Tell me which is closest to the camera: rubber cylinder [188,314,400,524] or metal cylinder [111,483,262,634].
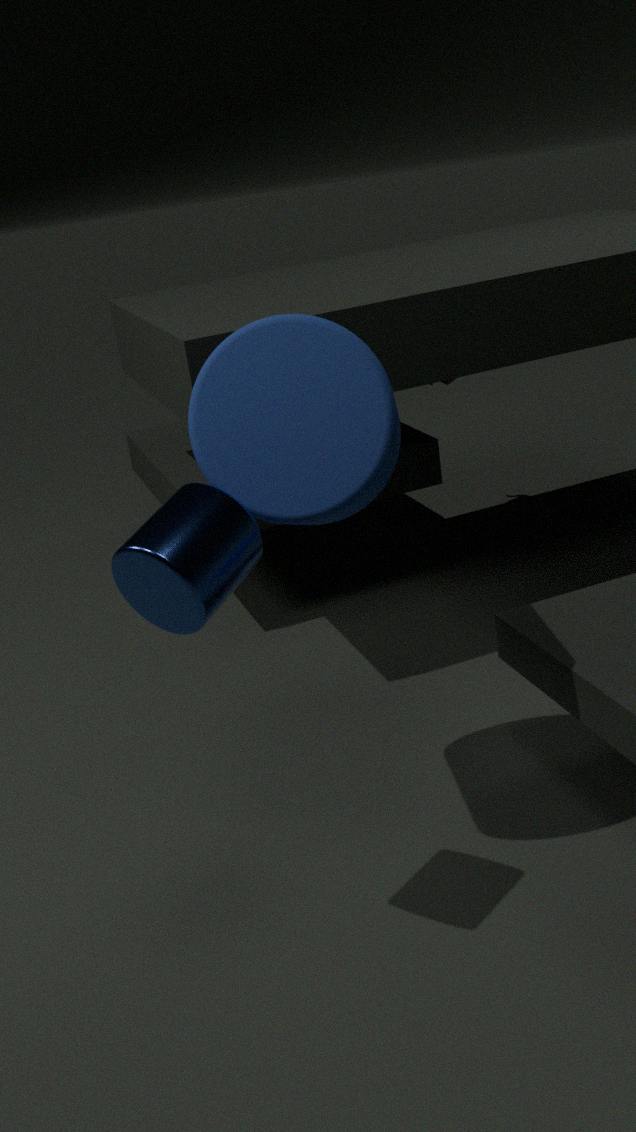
metal cylinder [111,483,262,634]
